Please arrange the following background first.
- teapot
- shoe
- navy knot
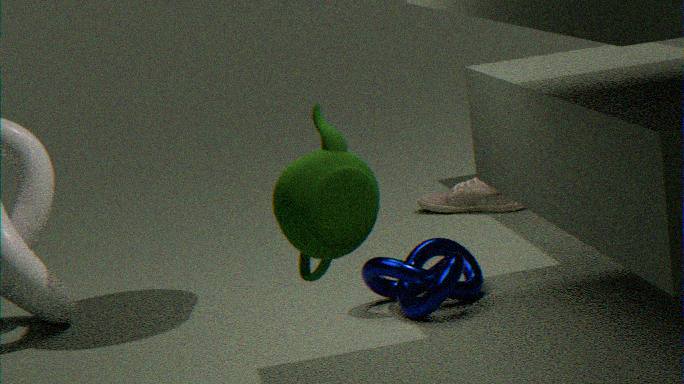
shoe
navy knot
teapot
